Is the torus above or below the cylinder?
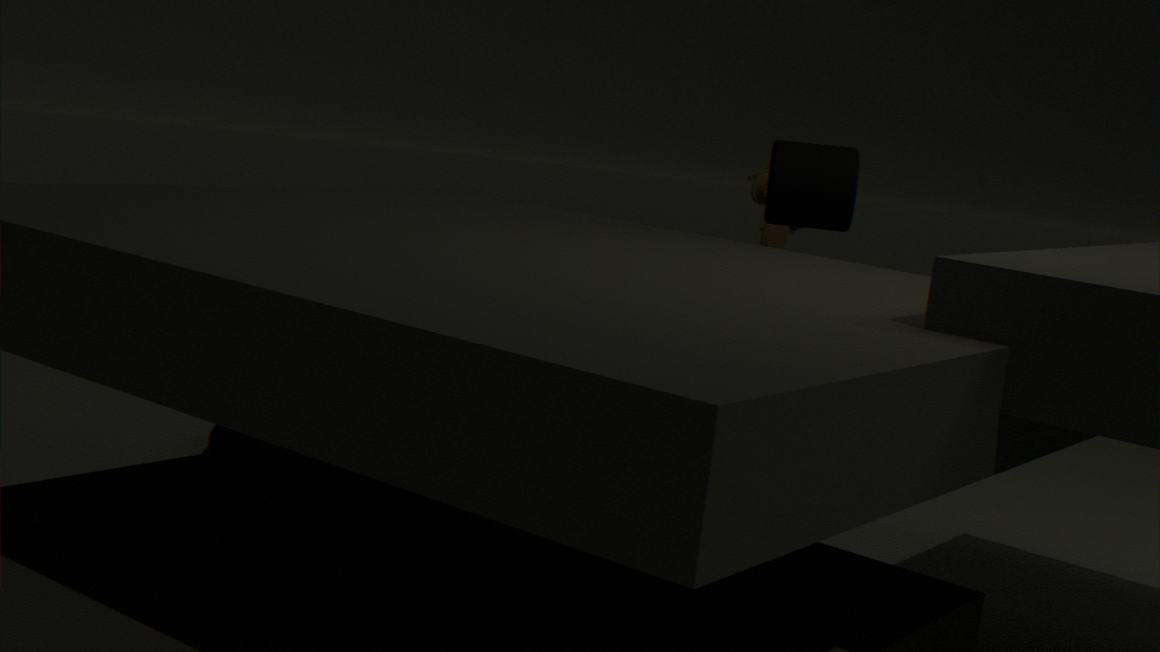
below
